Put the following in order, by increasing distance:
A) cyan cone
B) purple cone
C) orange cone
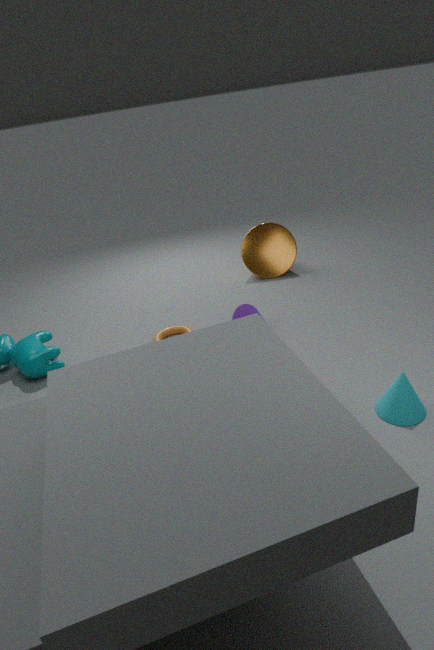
cyan cone, purple cone, orange cone
